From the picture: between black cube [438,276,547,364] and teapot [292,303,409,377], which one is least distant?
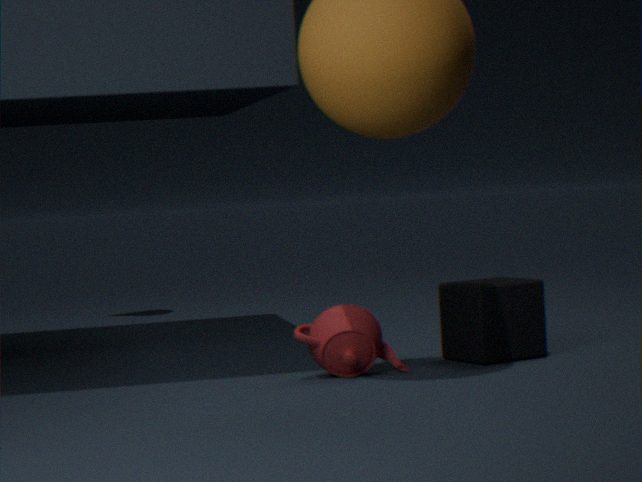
teapot [292,303,409,377]
